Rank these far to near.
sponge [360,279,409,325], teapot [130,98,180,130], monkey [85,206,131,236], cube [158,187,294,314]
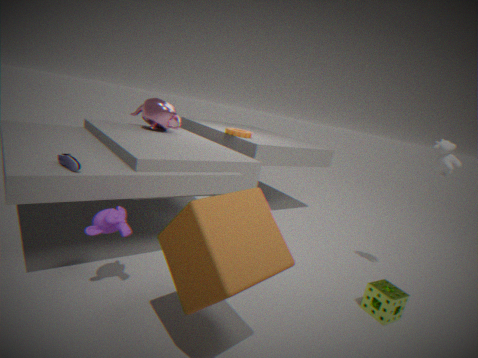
1. teapot [130,98,180,130]
2. sponge [360,279,409,325]
3. monkey [85,206,131,236]
4. cube [158,187,294,314]
